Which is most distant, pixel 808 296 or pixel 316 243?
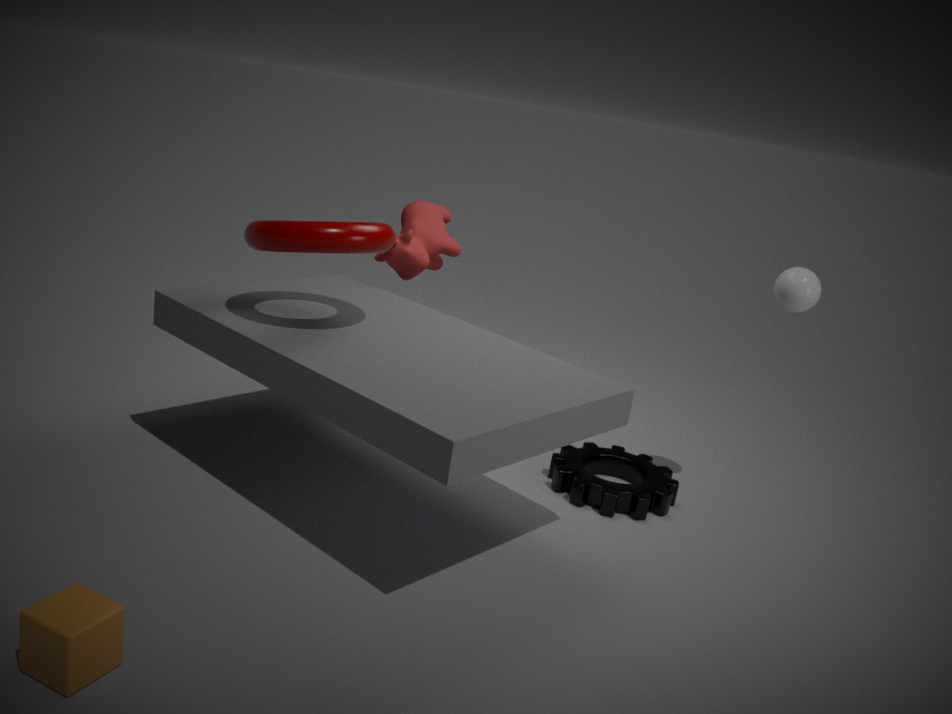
pixel 808 296
